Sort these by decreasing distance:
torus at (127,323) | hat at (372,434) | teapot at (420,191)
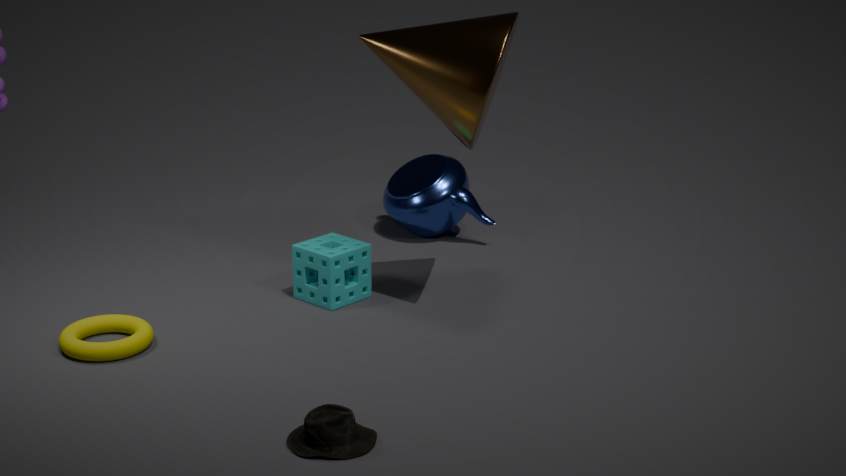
Result: teapot at (420,191) → torus at (127,323) → hat at (372,434)
